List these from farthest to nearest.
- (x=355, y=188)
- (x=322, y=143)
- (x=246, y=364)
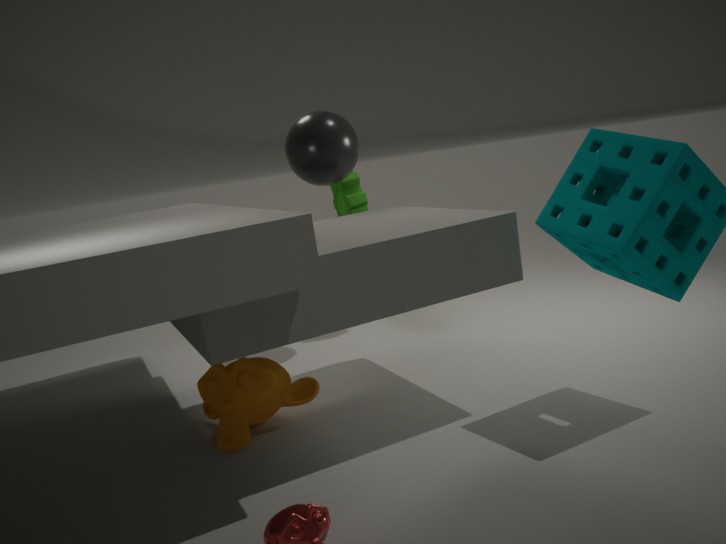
1. (x=355, y=188)
2. (x=322, y=143)
3. (x=246, y=364)
